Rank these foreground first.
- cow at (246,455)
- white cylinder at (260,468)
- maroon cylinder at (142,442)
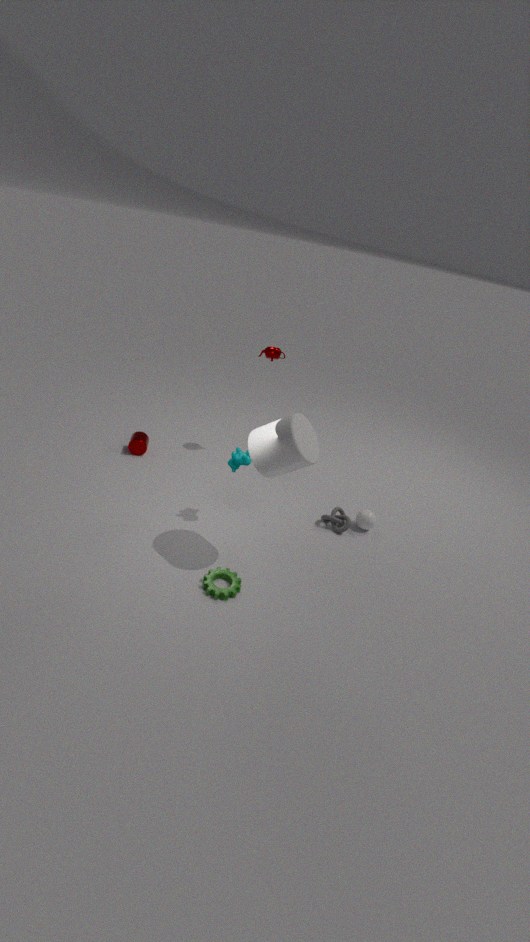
1. white cylinder at (260,468)
2. cow at (246,455)
3. maroon cylinder at (142,442)
